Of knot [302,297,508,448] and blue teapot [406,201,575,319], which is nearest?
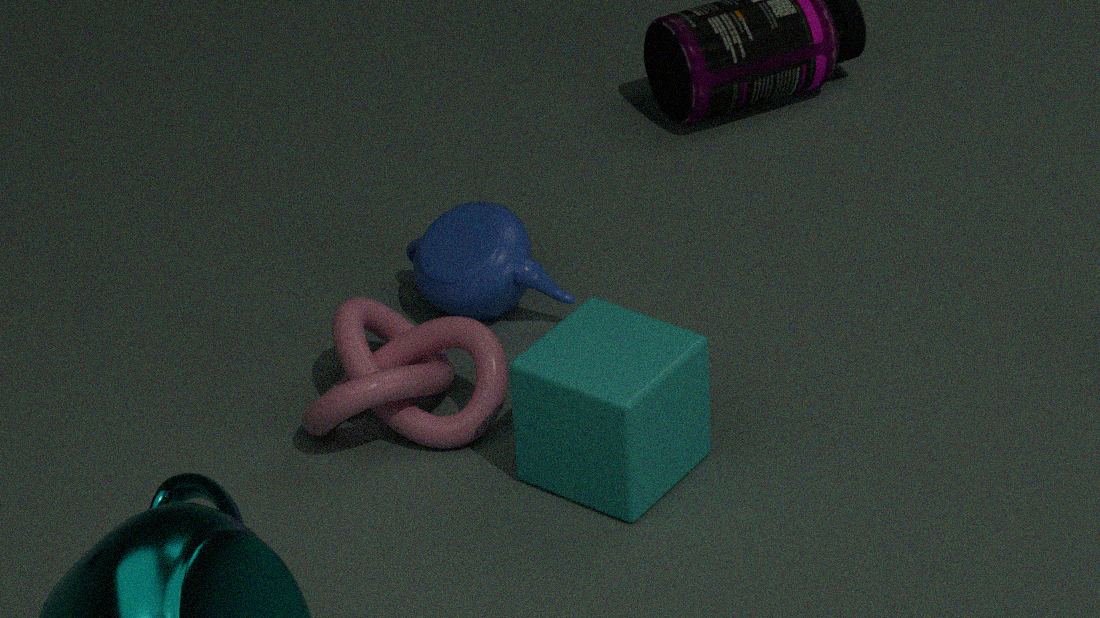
knot [302,297,508,448]
